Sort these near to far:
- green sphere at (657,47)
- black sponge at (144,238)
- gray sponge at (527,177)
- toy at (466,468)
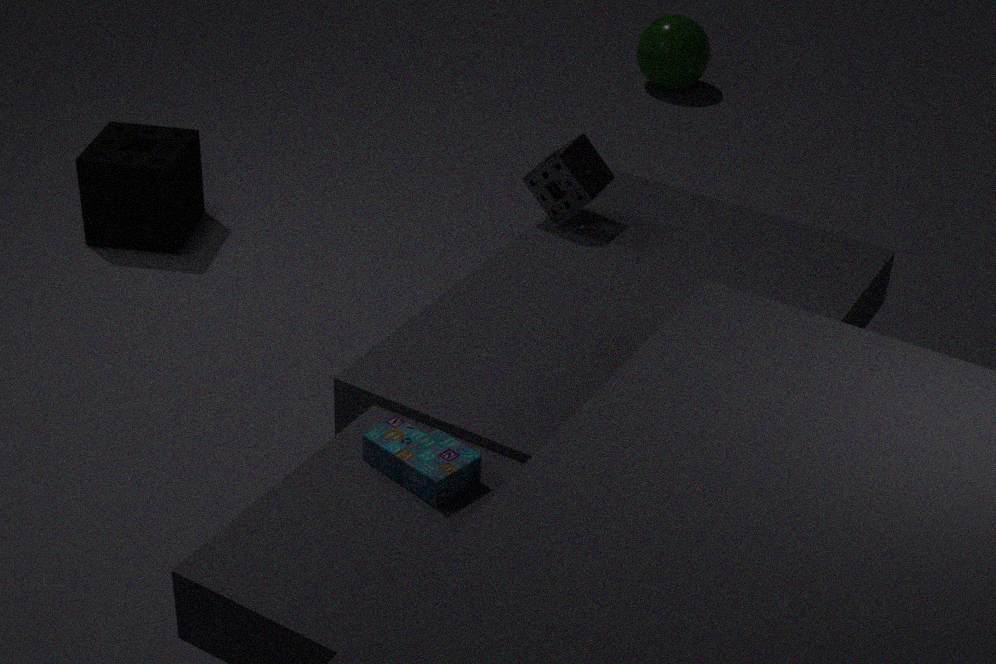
toy at (466,468)
gray sponge at (527,177)
black sponge at (144,238)
green sphere at (657,47)
